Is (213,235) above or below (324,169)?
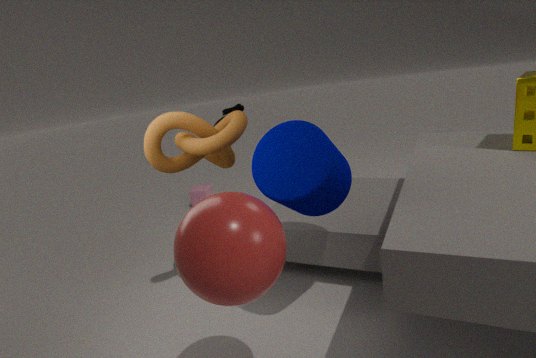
below
